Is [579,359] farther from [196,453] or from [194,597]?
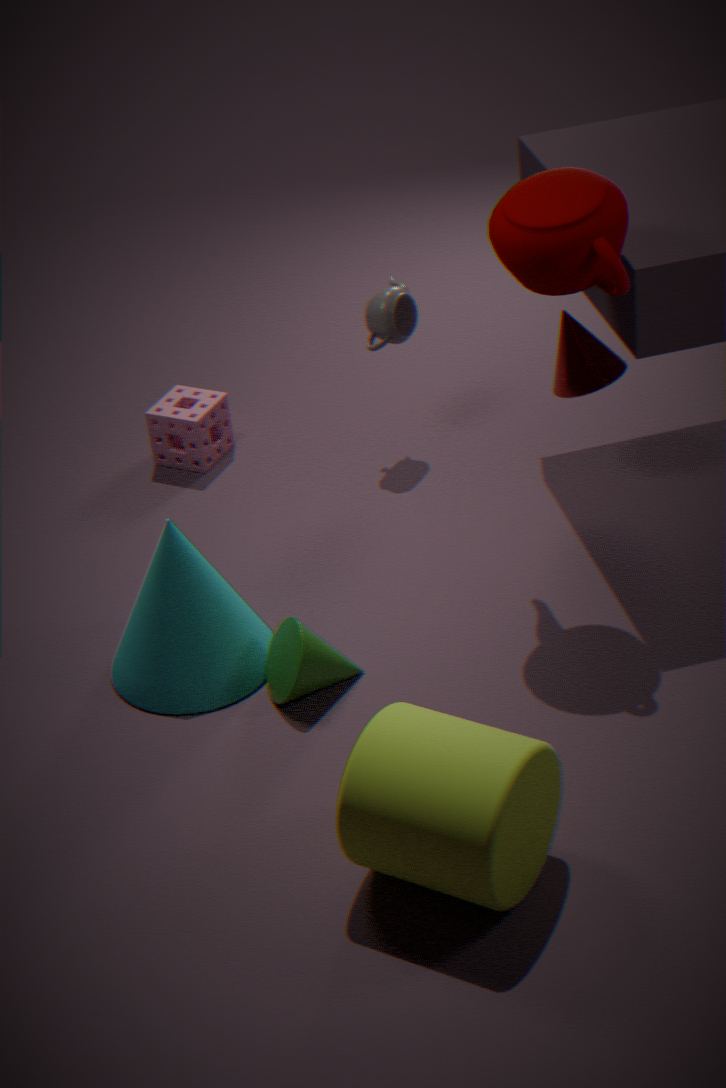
[194,597]
